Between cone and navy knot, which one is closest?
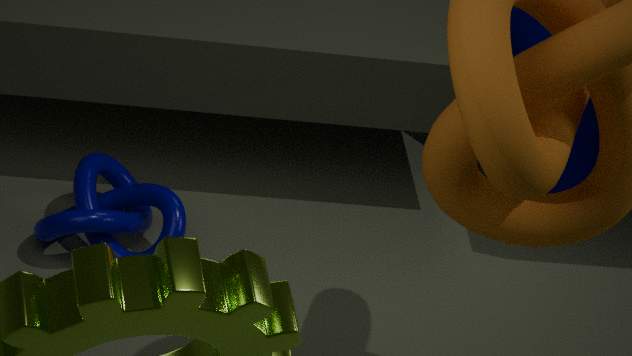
navy knot
